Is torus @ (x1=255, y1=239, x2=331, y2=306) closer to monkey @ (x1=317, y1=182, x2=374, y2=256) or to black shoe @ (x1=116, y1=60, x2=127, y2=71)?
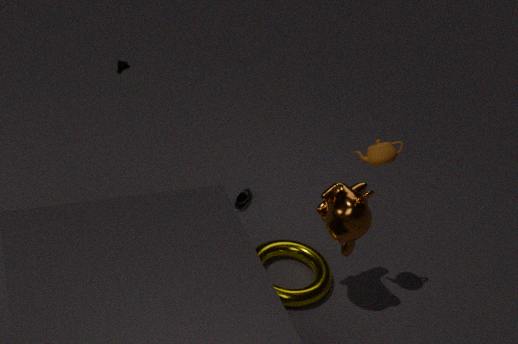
monkey @ (x1=317, y1=182, x2=374, y2=256)
